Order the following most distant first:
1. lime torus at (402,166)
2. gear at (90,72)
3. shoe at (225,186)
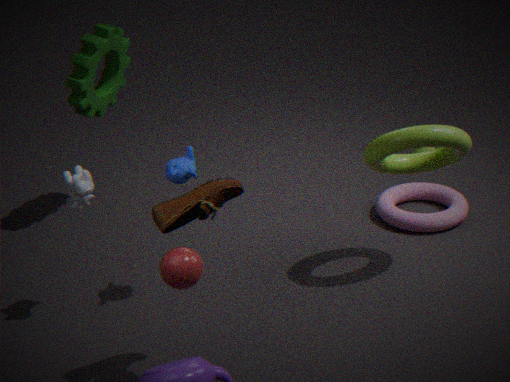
1. gear at (90,72)
2. lime torus at (402,166)
3. shoe at (225,186)
